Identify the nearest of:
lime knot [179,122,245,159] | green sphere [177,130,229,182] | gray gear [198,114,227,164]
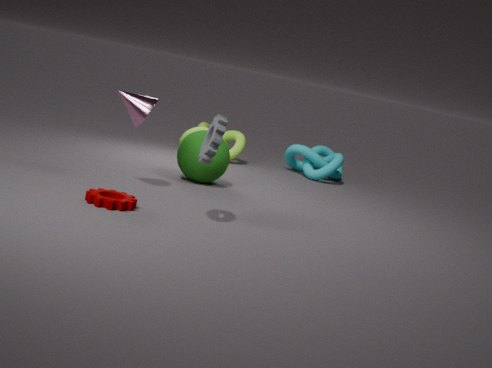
gray gear [198,114,227,164]
